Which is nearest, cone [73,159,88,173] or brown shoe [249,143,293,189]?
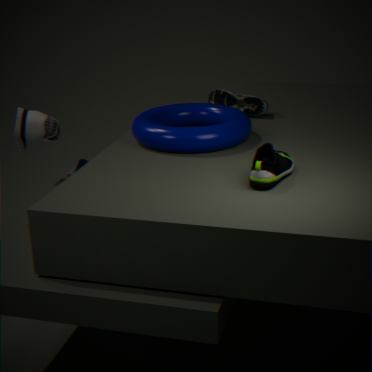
brown shoe [249,143,293,189]
